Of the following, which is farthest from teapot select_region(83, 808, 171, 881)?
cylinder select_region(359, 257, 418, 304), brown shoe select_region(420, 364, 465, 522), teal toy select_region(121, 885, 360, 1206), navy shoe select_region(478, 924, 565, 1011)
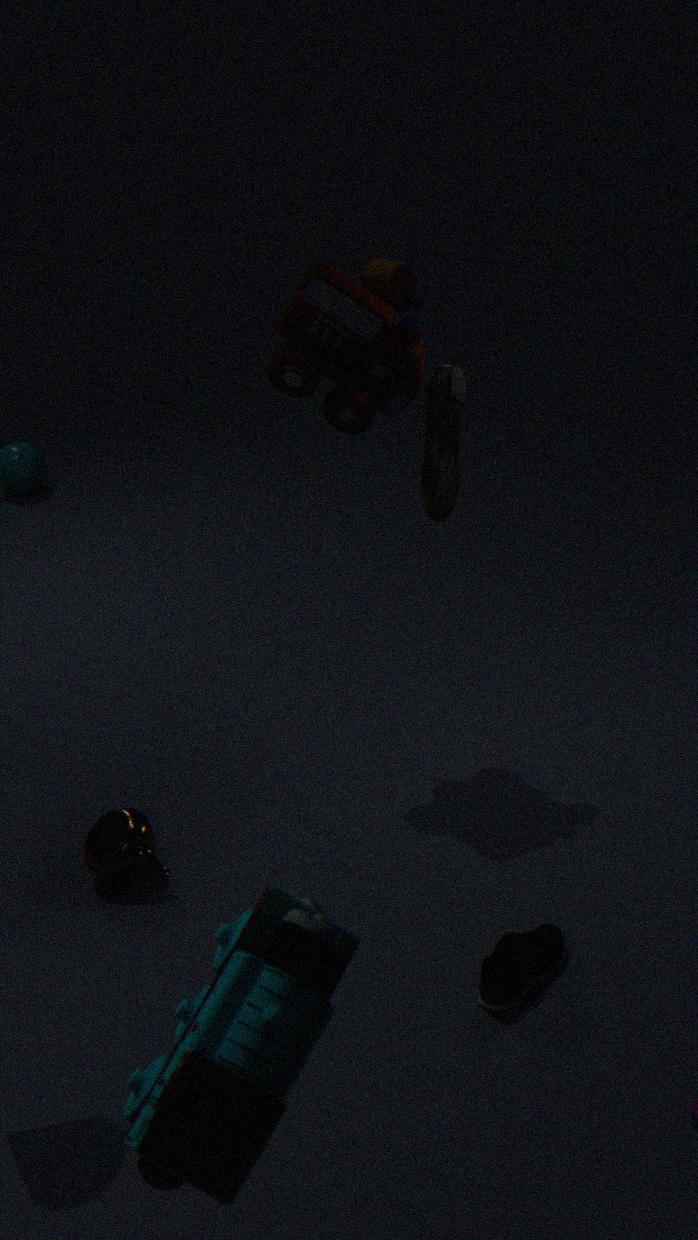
cylinder select_region(359, 257, 418, 304)
